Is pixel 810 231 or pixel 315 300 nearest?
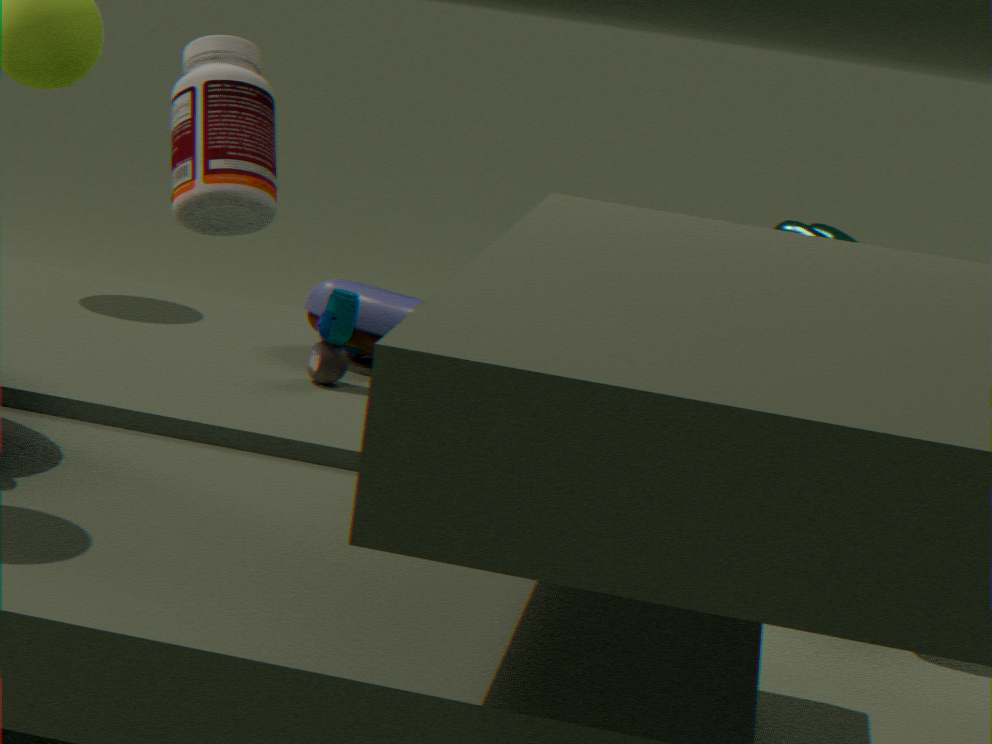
pixel 315 300
